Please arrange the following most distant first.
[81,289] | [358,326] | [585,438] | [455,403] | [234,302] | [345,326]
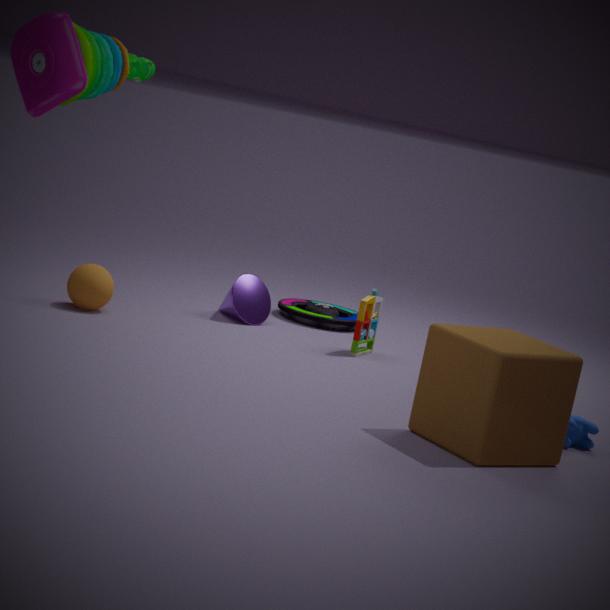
Answer: [345,326] → [234,302] → [358,326] → [81,289] → [585,438] → [455,403]
